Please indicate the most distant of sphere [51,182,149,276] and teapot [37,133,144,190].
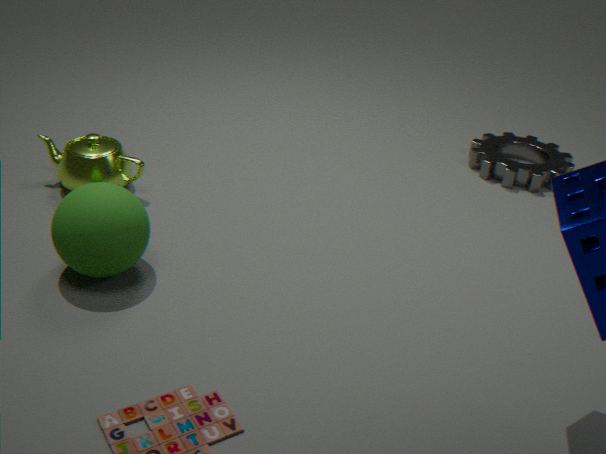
teapot [37,133,144,190]
